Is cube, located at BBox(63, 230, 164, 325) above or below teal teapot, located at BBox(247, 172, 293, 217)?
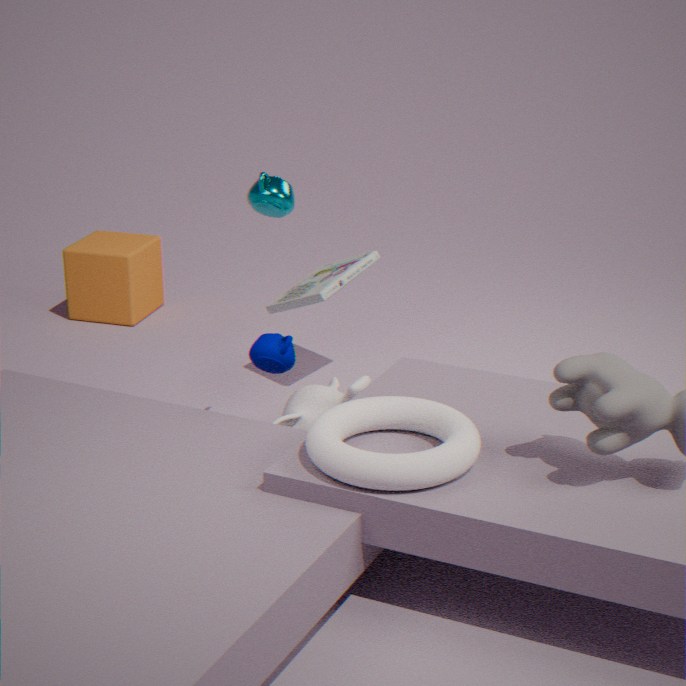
below
